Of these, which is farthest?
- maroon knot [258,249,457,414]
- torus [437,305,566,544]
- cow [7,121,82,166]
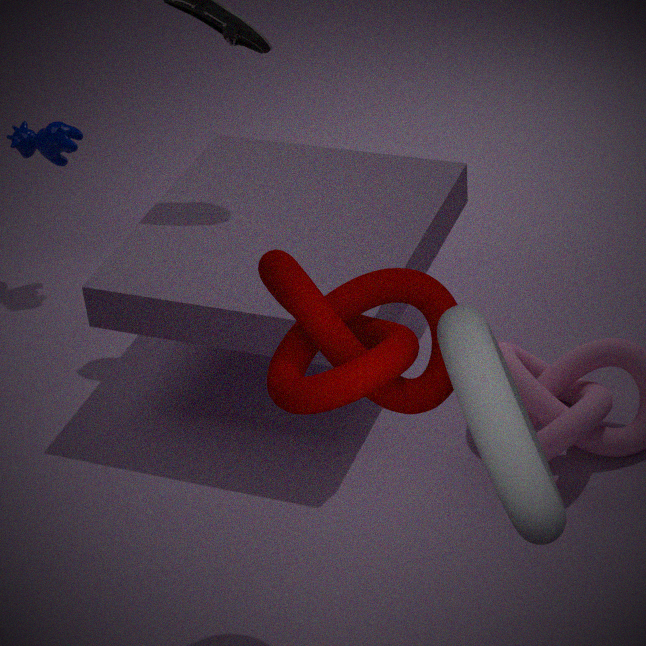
cow [7,121,82,166]
